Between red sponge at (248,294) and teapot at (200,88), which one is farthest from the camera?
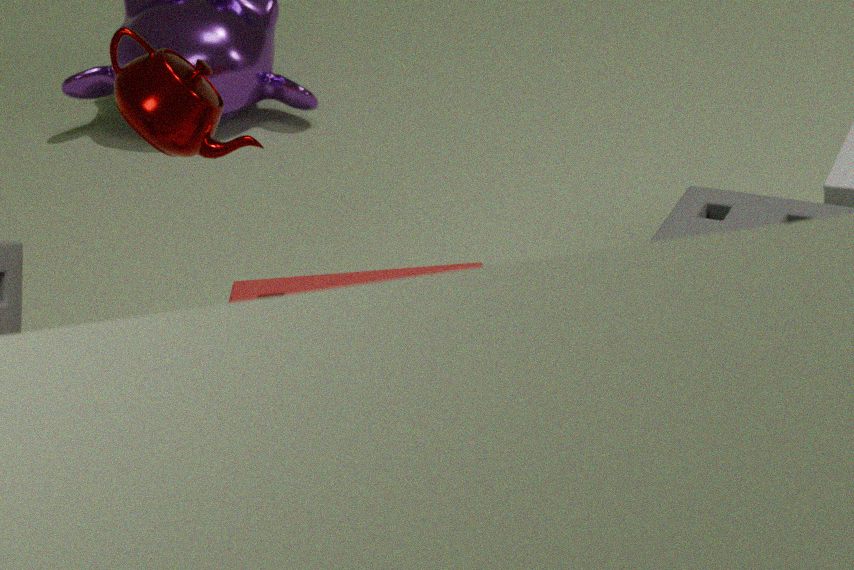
teapot at (200,88)
